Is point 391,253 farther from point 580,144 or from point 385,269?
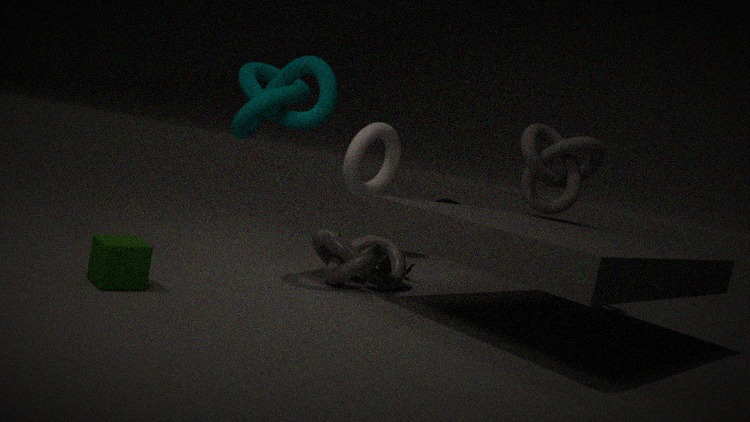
point 580,144
